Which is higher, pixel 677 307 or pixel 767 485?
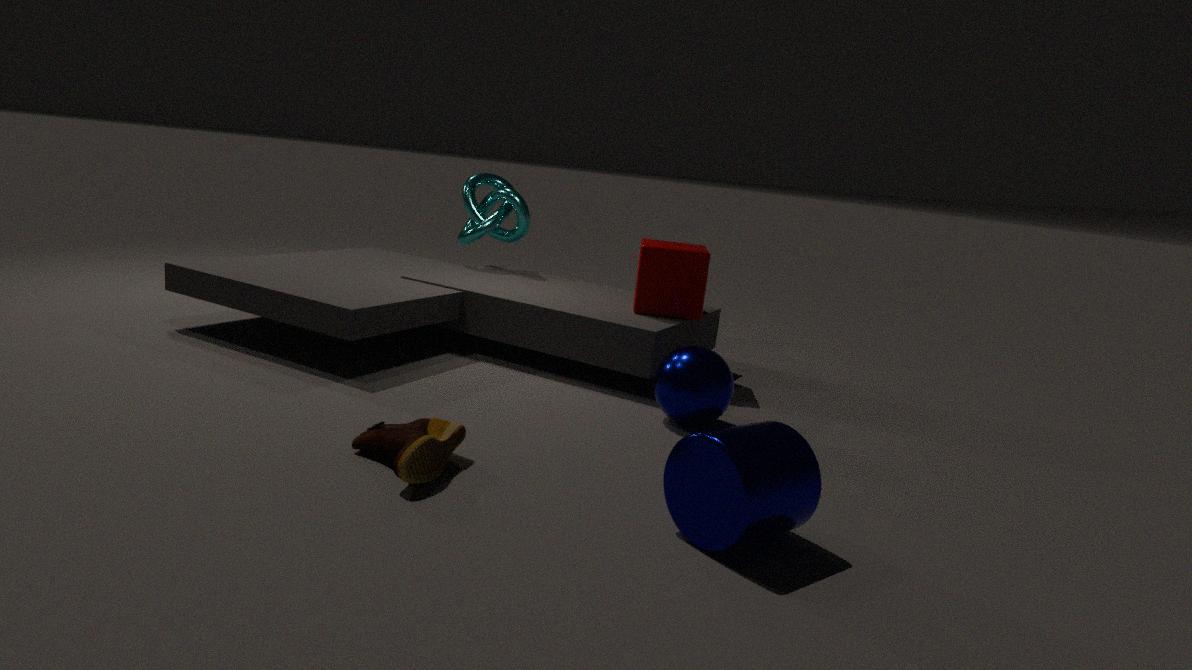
pixel 677 307
